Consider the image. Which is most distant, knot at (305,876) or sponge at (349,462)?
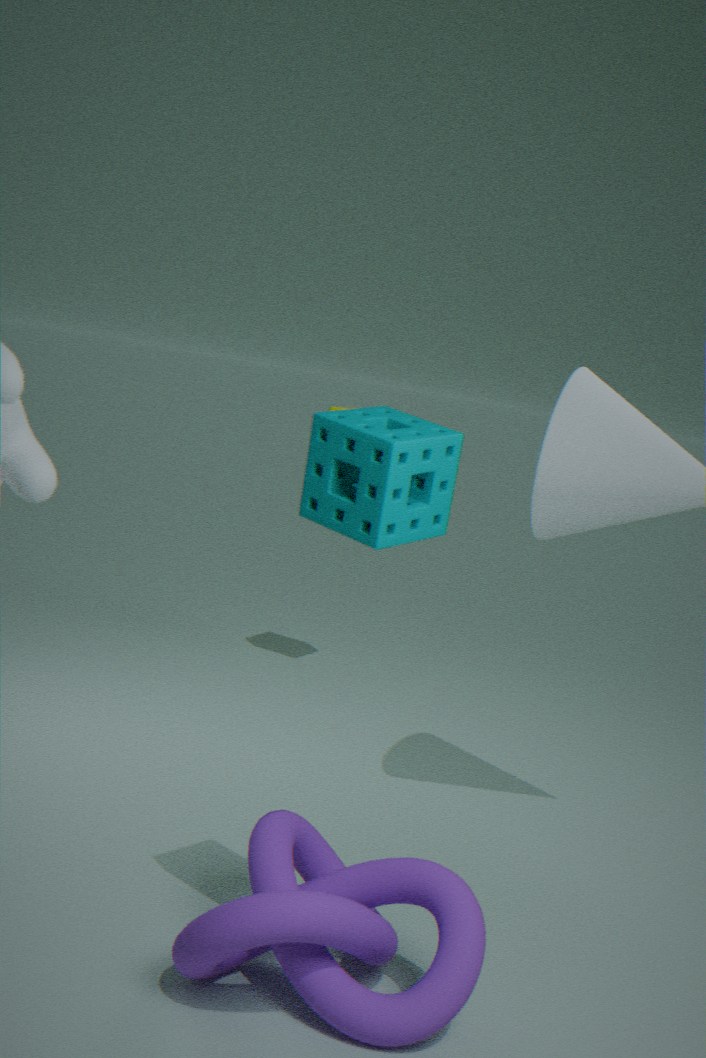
knot at (305,876)
